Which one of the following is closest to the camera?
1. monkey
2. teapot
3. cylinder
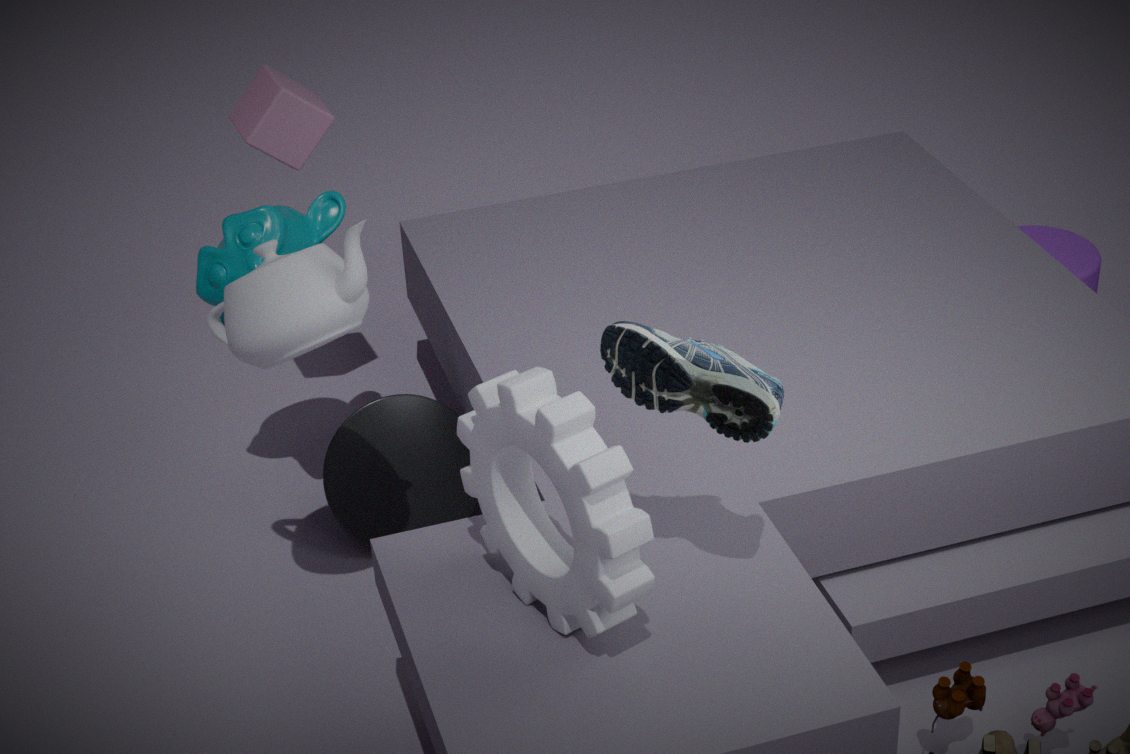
teapot
